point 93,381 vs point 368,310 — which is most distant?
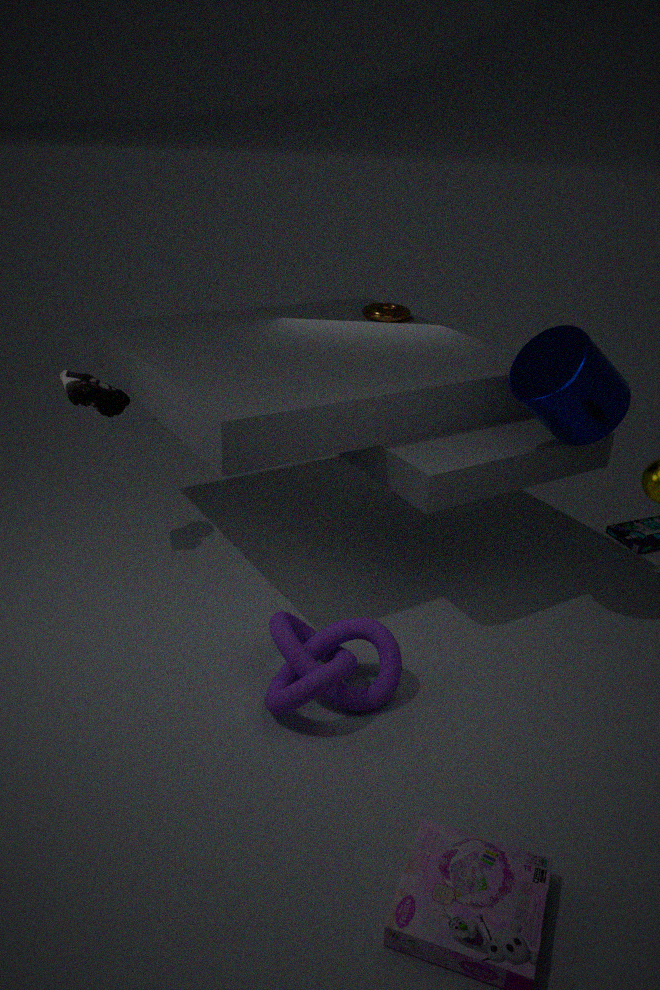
point 368,310
